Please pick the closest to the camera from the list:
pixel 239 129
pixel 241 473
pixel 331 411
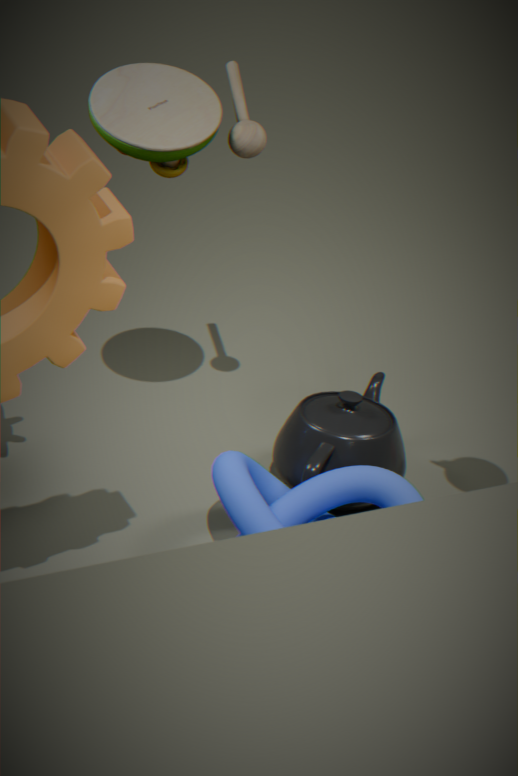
pixel 241 473
